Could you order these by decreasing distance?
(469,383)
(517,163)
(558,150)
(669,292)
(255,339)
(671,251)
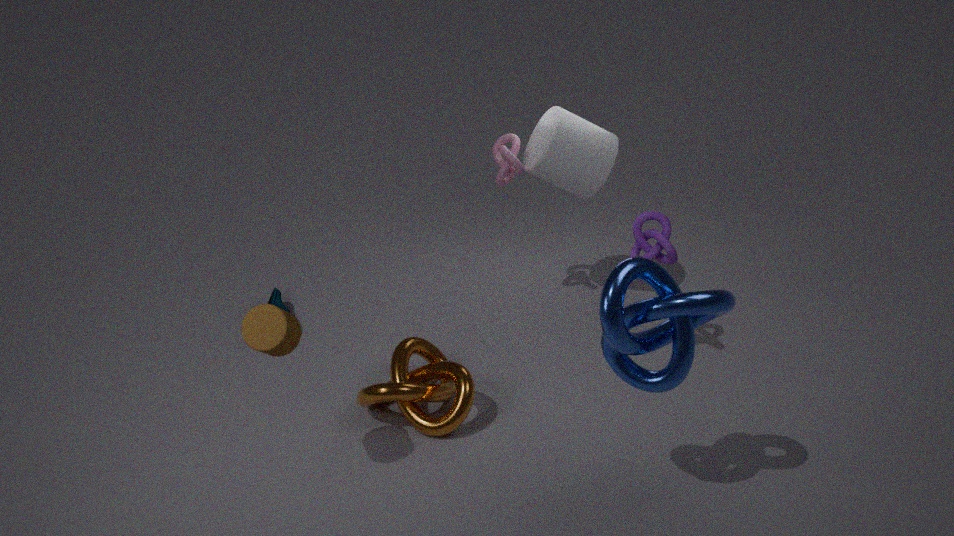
(517,163)
(558,150)
(671,251)
(469,383)
(255,339)
(669,292)
